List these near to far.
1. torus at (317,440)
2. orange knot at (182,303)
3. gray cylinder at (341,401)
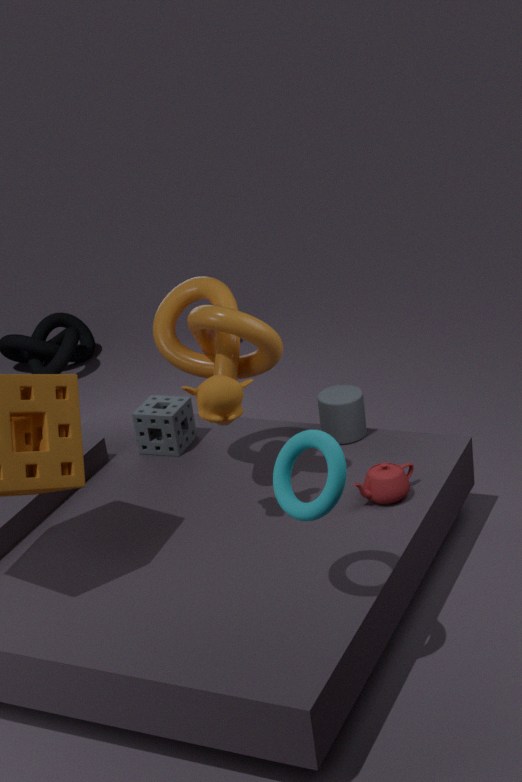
1. torus at (317,440)
2. orange knot at (182,303)
3. gray cylinder at (341,401)
